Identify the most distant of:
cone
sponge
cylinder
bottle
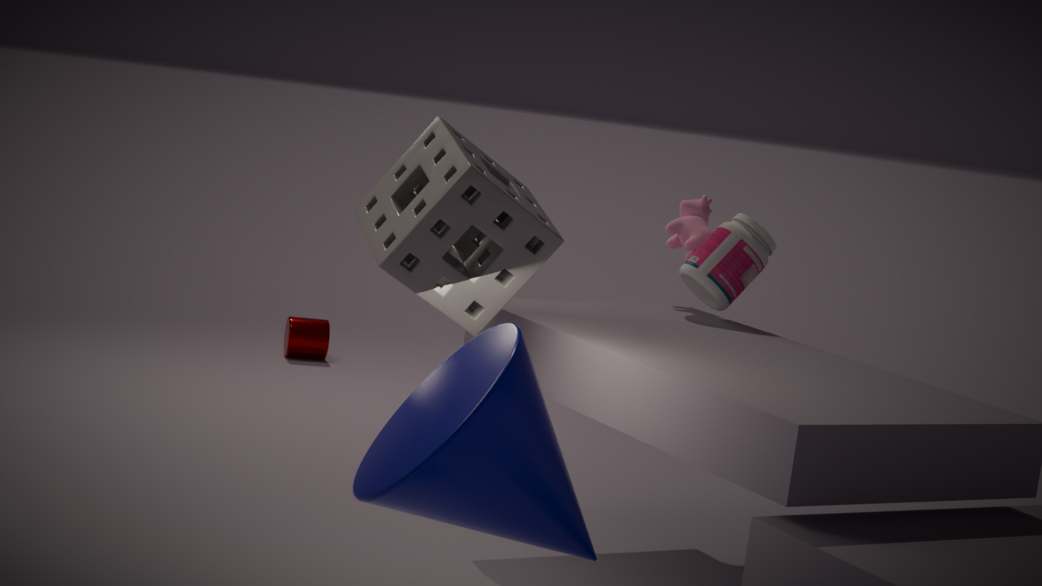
cylinder
